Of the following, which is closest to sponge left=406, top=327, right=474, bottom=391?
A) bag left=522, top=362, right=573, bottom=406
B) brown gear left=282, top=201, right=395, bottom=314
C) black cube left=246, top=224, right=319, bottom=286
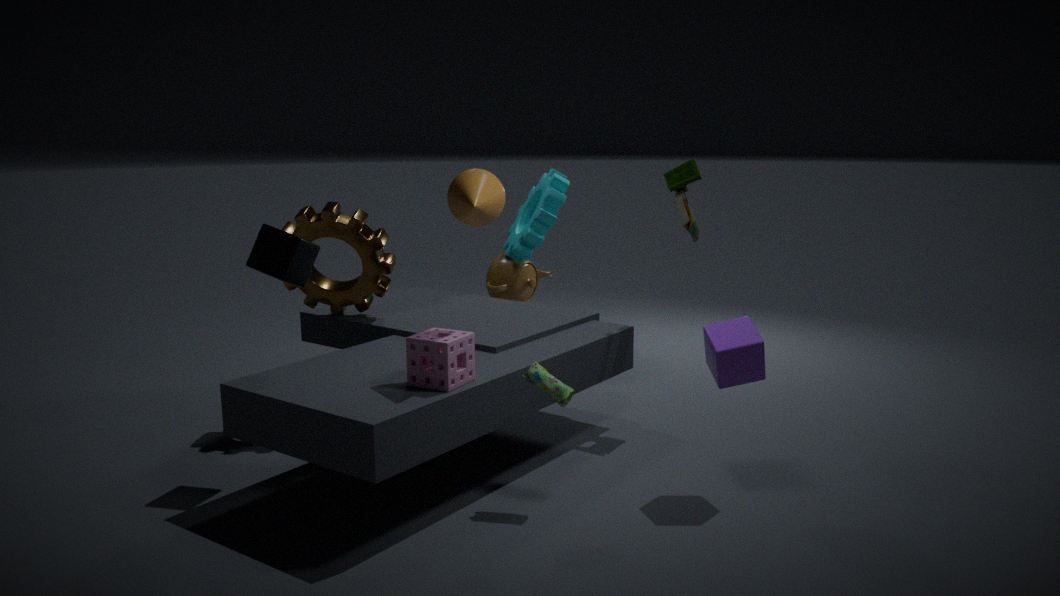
bag left=522, top=362, right=573, bottom=406
